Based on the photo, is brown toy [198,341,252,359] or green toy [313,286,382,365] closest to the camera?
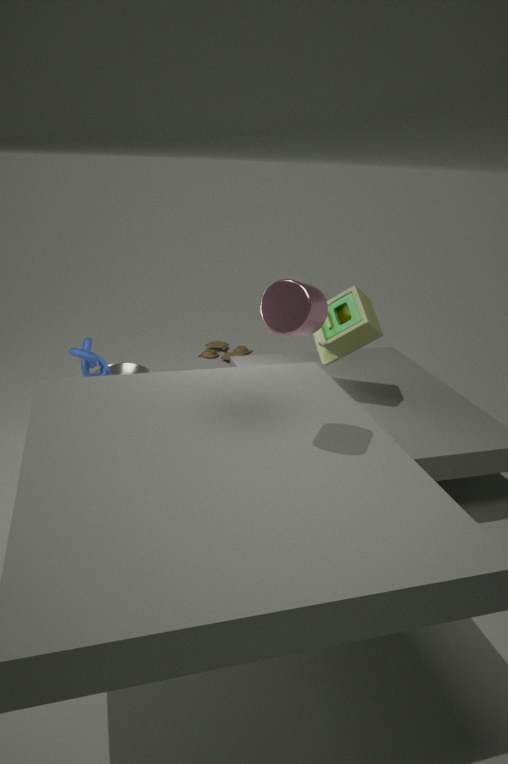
green toy [313,286,382,365]
